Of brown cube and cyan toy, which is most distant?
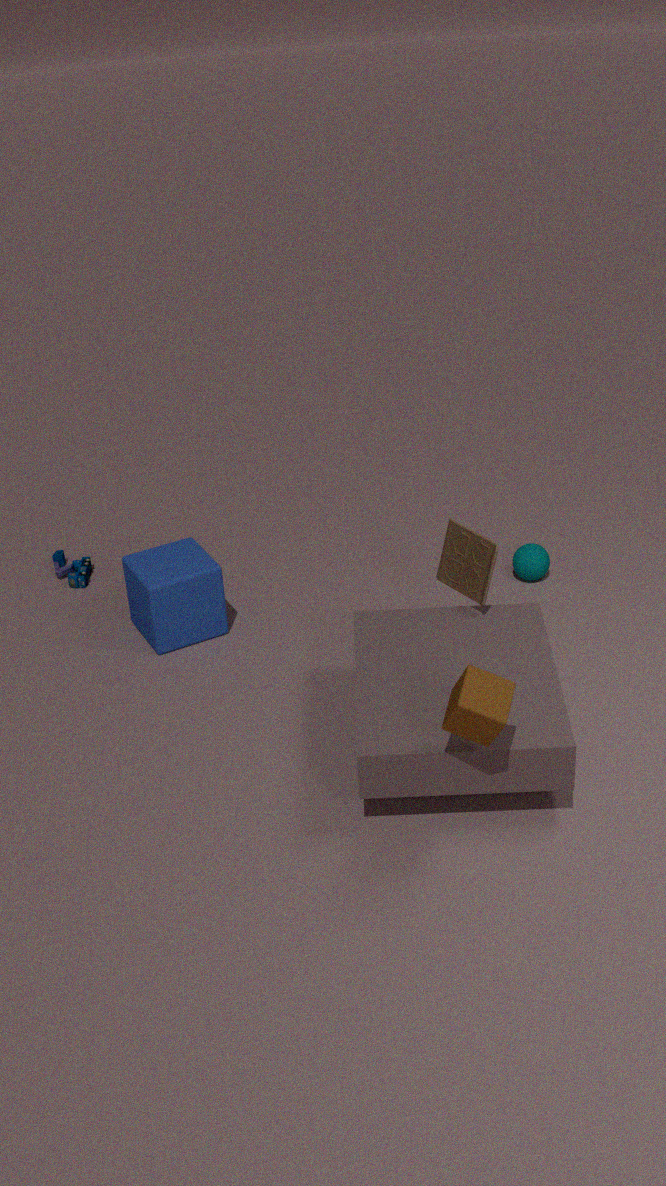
cyan toy
